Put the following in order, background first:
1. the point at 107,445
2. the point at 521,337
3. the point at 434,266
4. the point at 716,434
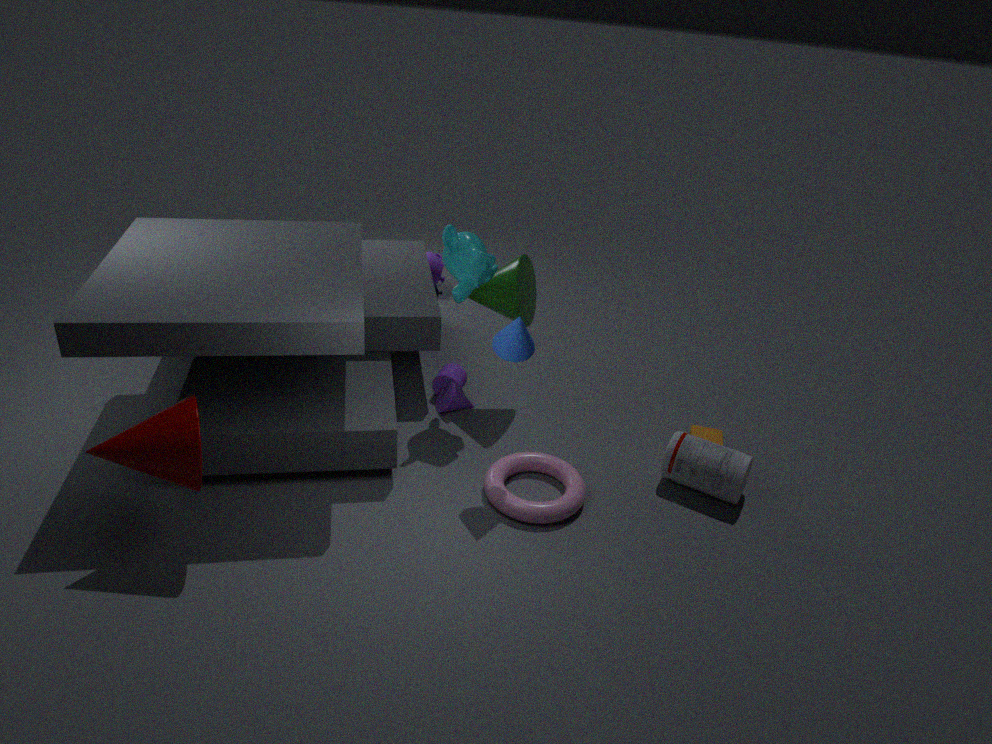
the point at 434,266, the point at 716,434, the point at 521,337, the point at 107,445
